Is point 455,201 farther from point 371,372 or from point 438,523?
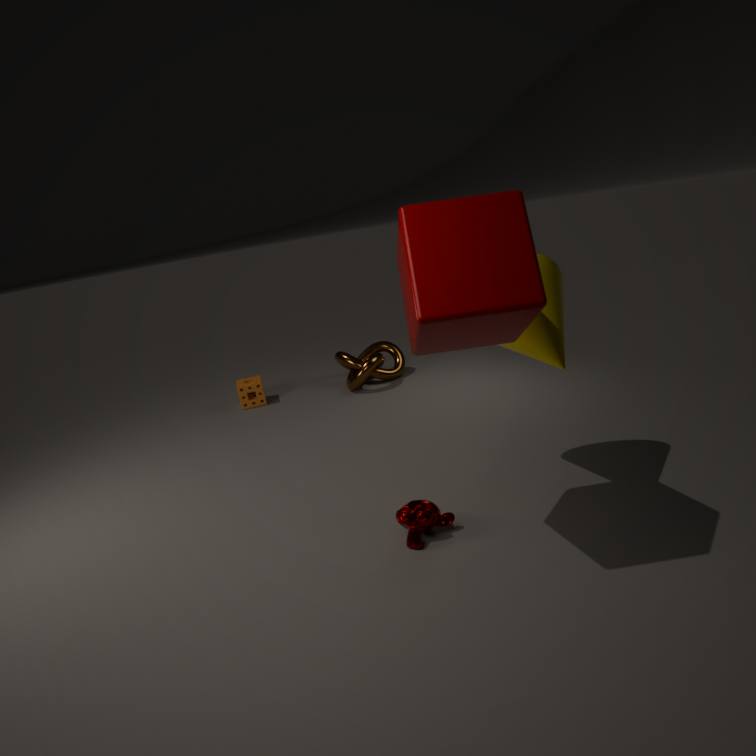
point 371,372
